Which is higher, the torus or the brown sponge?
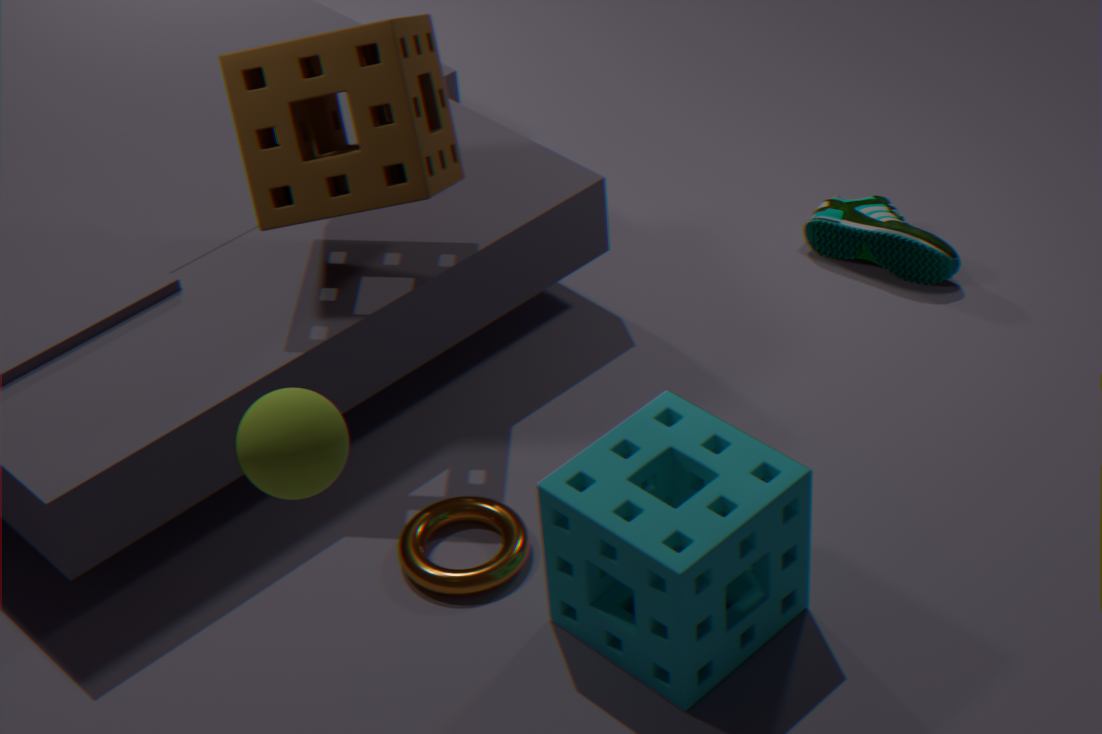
the brown sponge
